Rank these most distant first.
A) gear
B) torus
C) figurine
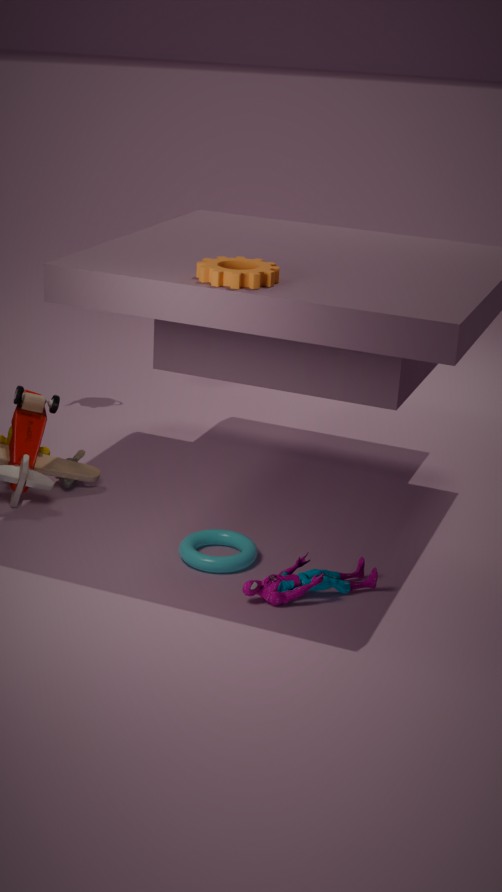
torus < gear < figurine
